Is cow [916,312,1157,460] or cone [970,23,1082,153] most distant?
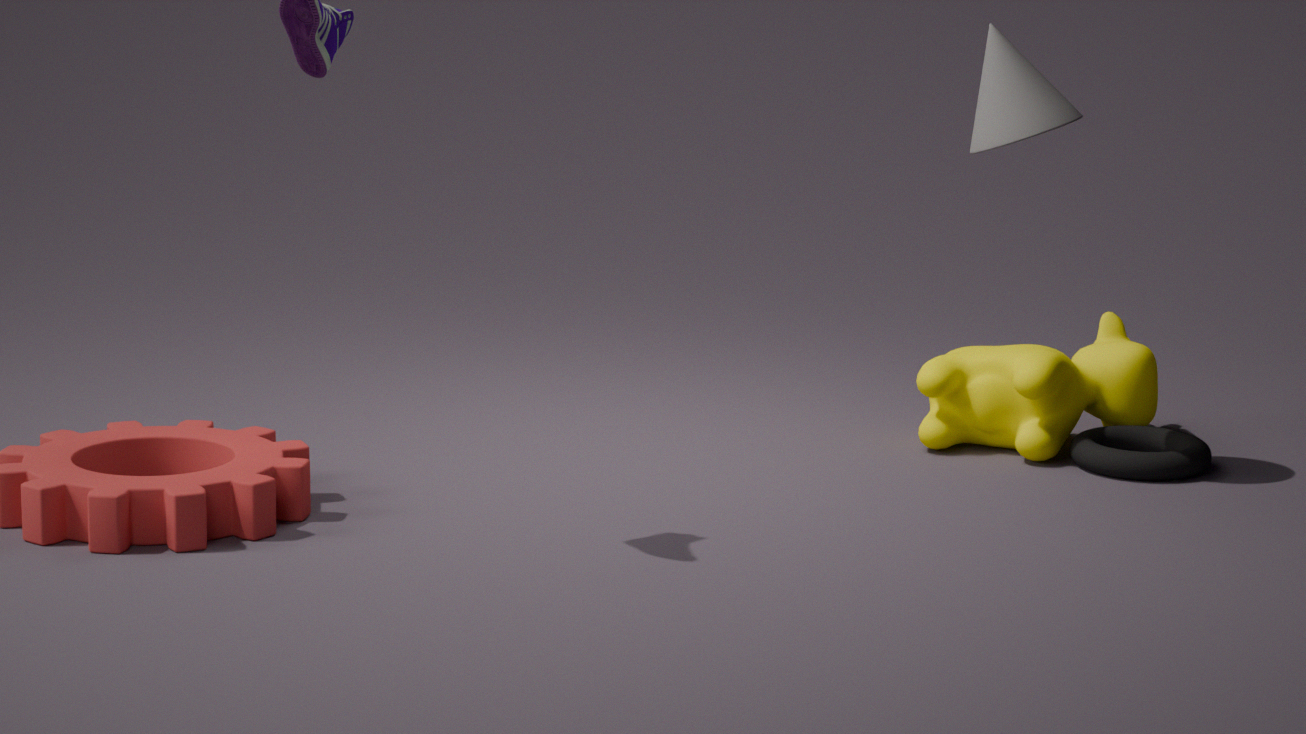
cow [916,312,1157,460]
